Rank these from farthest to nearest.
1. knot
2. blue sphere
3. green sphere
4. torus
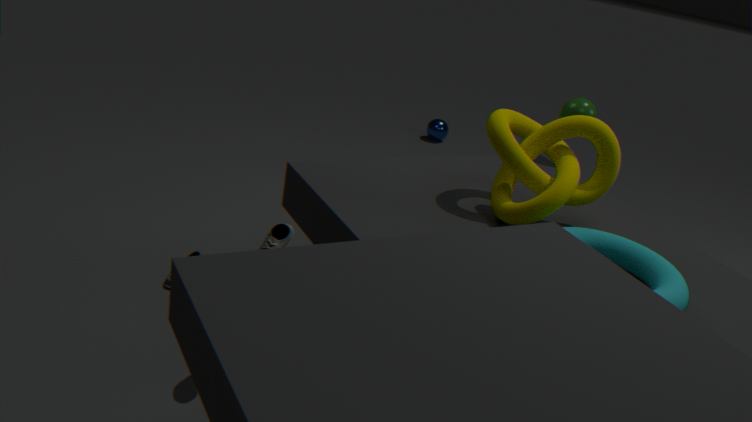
blue sphere < green sphere < knot < torus
